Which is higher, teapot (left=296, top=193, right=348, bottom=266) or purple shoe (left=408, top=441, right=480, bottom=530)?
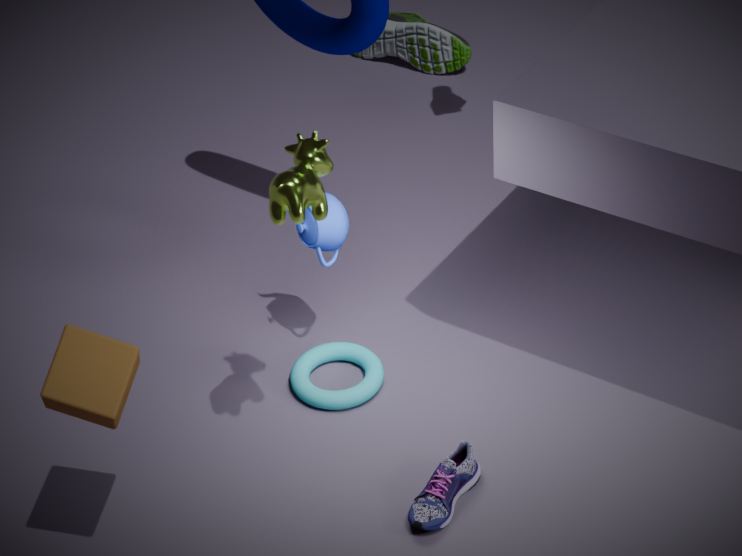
teapot (left=296, top=193, right=348, bottom=266)
